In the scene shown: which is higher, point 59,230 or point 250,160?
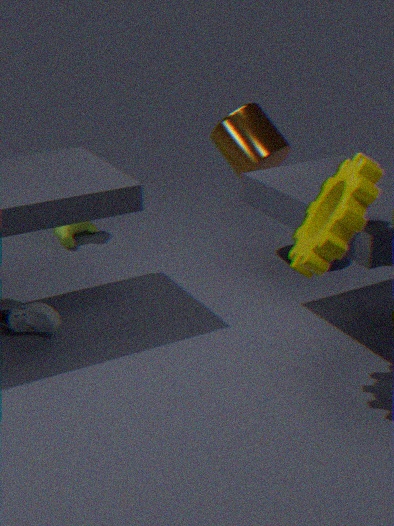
point 250,160
